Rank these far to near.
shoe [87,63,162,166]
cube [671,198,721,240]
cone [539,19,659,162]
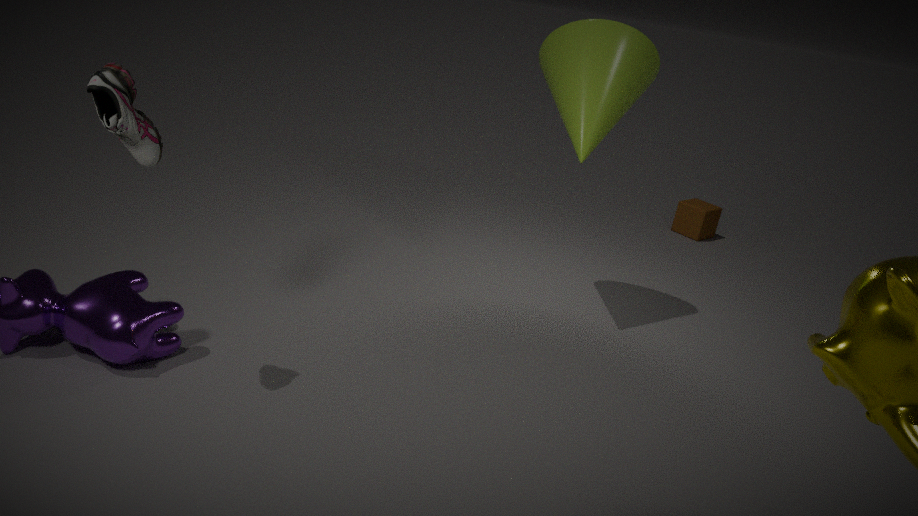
cube [671,198,721,240] < cone [539,19,659,162] < shoe [87,63,162,166]
